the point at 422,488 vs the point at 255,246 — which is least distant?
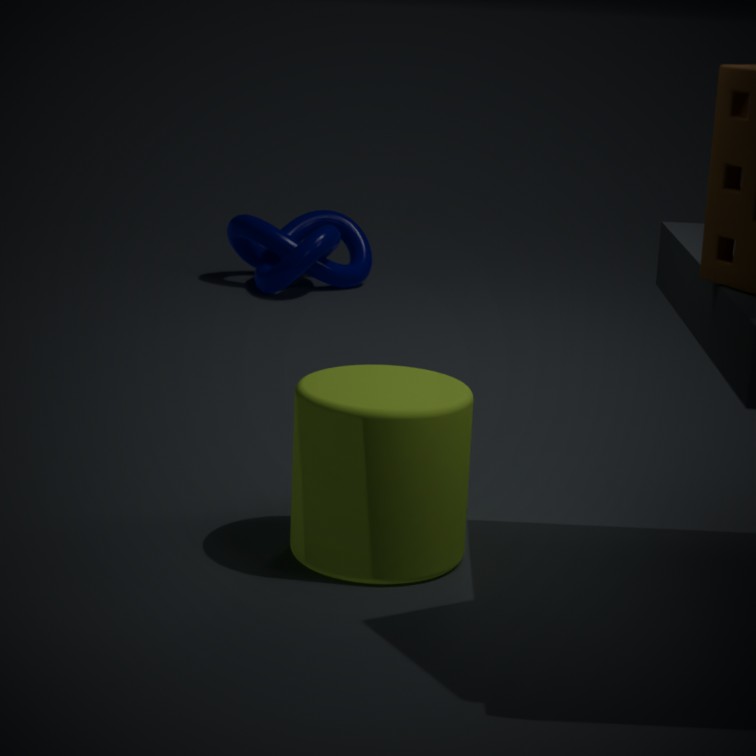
the point at 422,488
